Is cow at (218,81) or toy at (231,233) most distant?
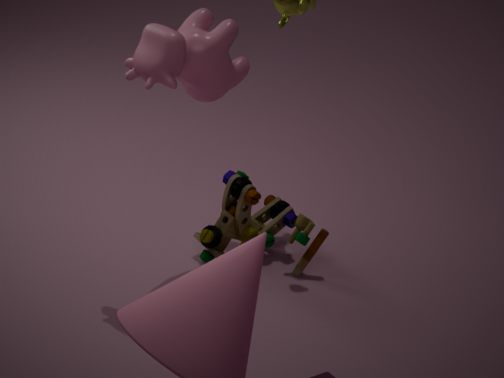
toy at (231,233)
